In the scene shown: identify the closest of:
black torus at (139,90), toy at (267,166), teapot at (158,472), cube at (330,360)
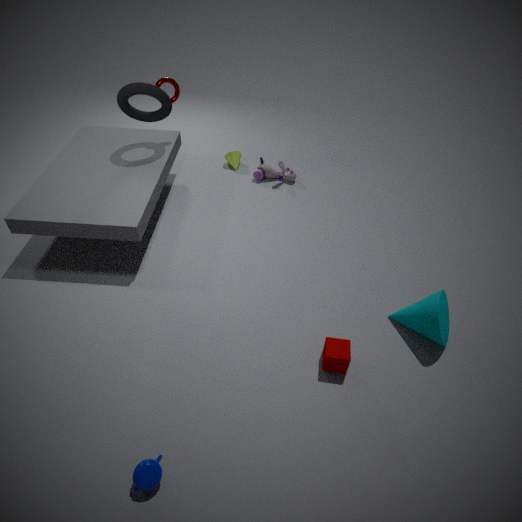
teapot at (158,472)
